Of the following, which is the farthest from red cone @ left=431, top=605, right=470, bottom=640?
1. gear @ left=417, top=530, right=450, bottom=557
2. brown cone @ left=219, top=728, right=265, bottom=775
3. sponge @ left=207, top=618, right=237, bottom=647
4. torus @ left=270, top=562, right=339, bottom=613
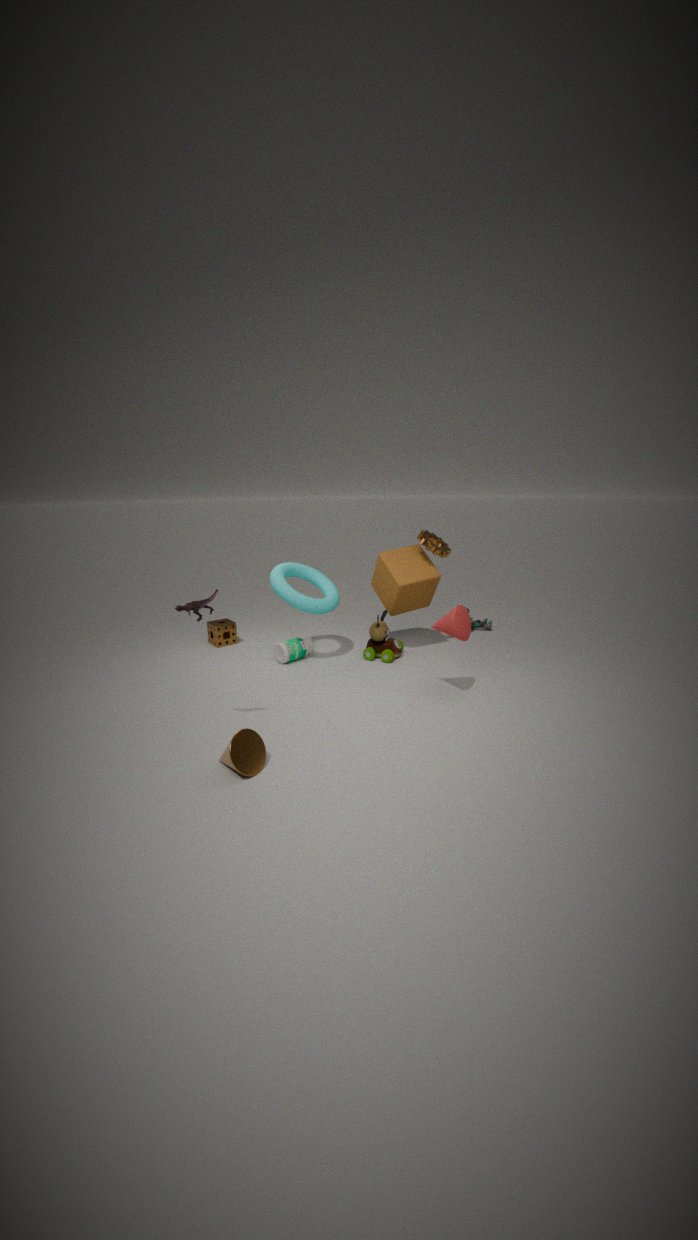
sponge @ left=207, top=618, right=237, bottom=647
